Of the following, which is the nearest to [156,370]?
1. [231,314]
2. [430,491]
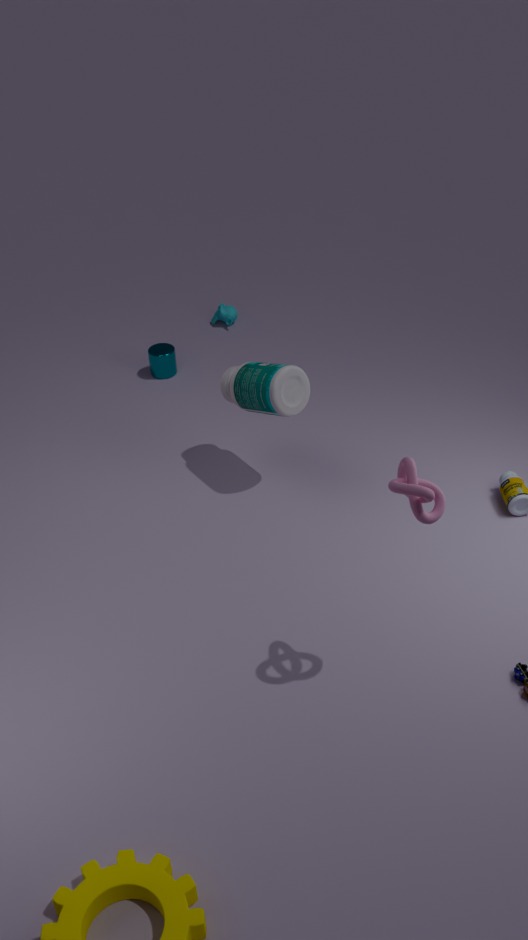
[231,314]
